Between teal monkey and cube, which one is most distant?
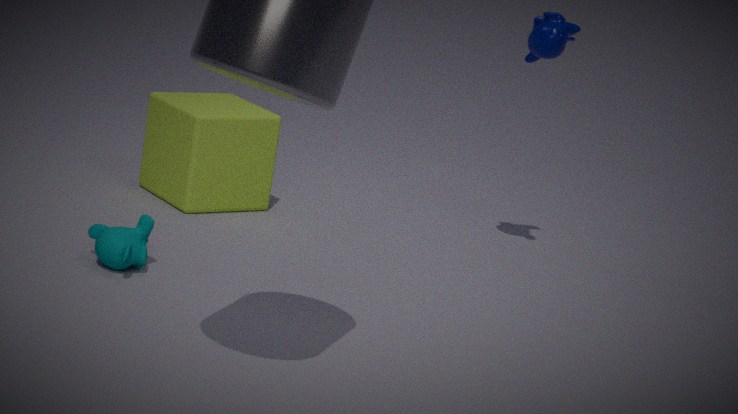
cube
